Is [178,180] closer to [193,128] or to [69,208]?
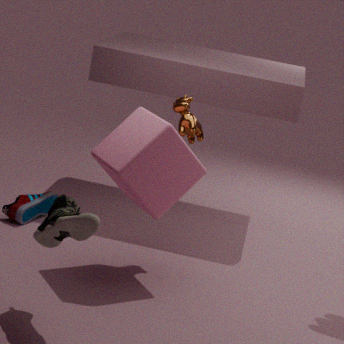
[193,128]
